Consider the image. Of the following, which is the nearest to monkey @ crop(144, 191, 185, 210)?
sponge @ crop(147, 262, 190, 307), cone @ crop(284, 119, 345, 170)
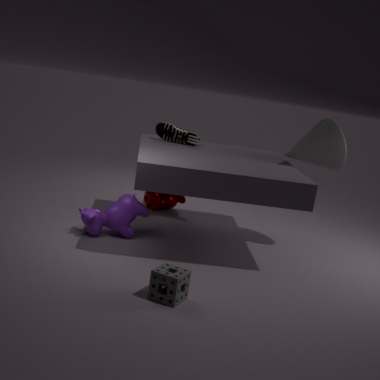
cone @ crop(284, 119, 345, 170)
